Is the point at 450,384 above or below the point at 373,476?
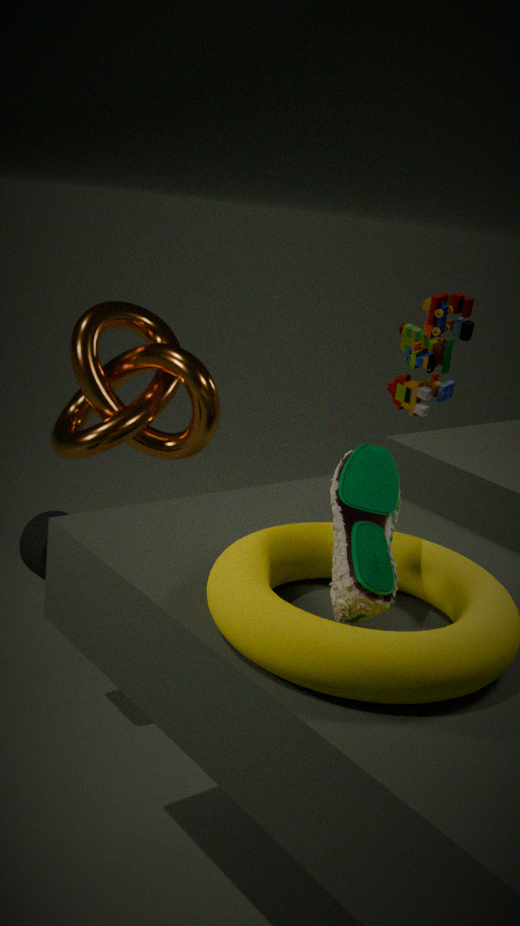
above
